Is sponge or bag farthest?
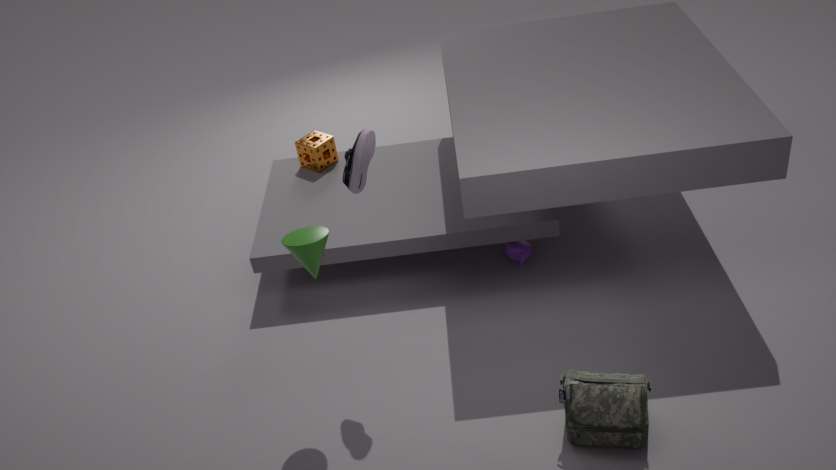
sponge
